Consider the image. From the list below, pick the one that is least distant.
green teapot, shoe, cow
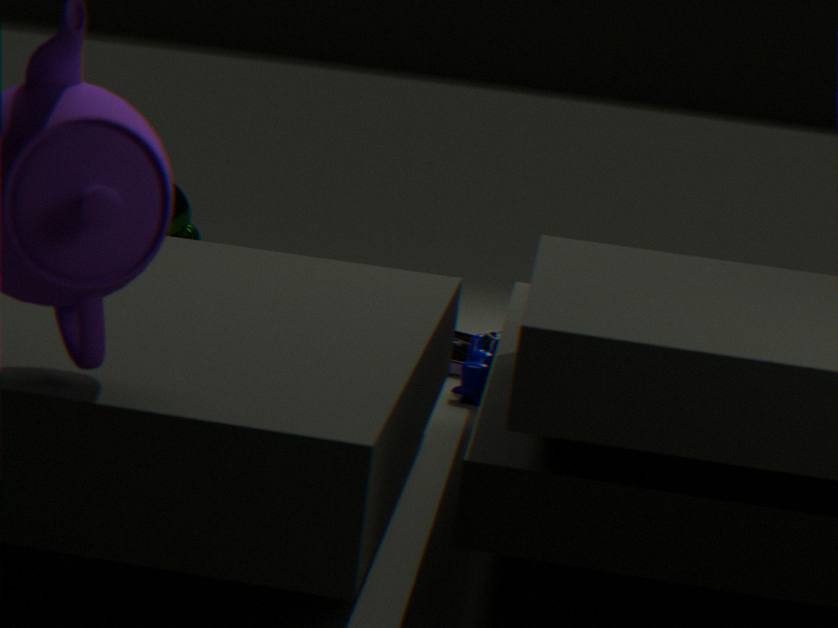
cow
